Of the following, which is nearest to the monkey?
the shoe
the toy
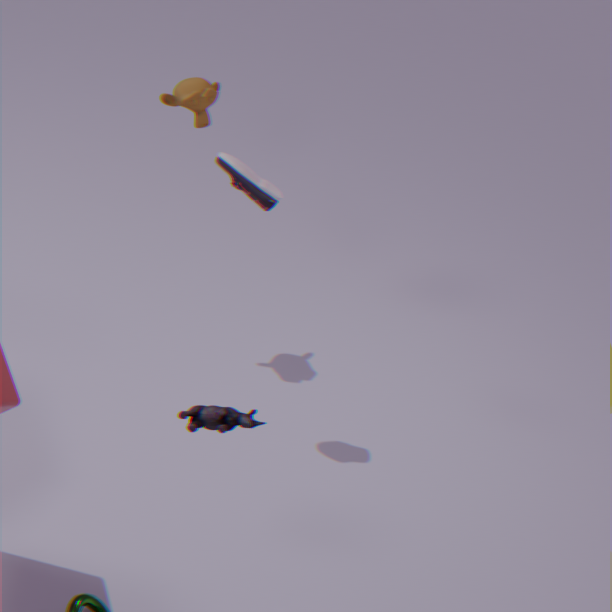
the shoe
